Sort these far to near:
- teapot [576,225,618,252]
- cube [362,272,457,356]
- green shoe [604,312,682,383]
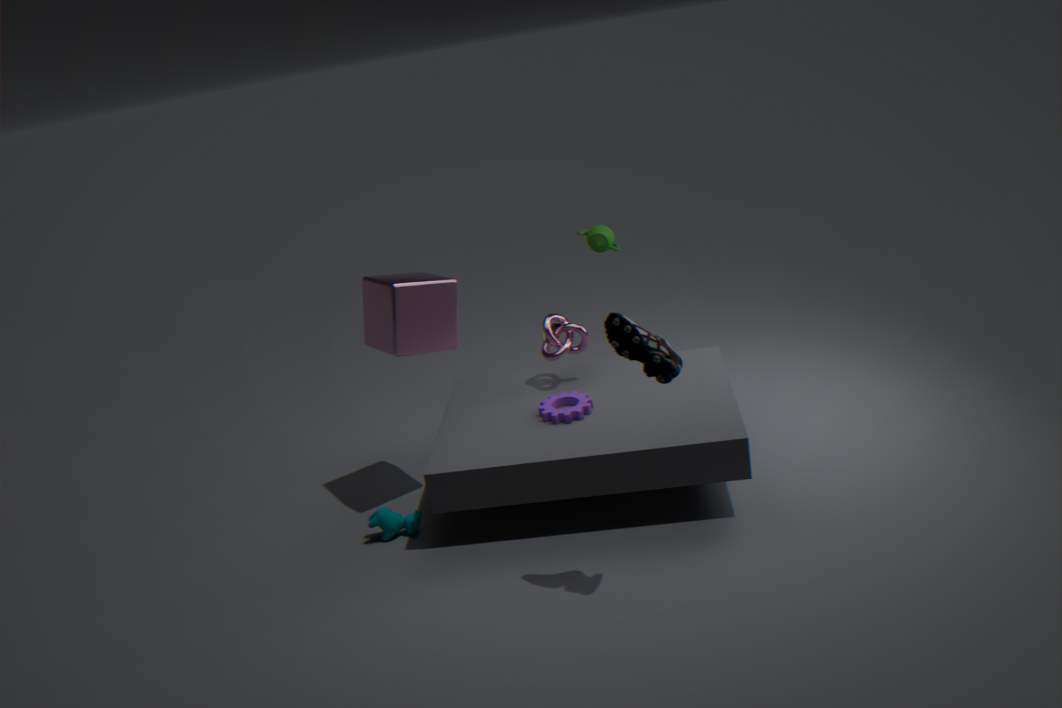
teapot [576,225,618,252] → cube [362,272,457,356] → green shoe [604,312,682,383]
